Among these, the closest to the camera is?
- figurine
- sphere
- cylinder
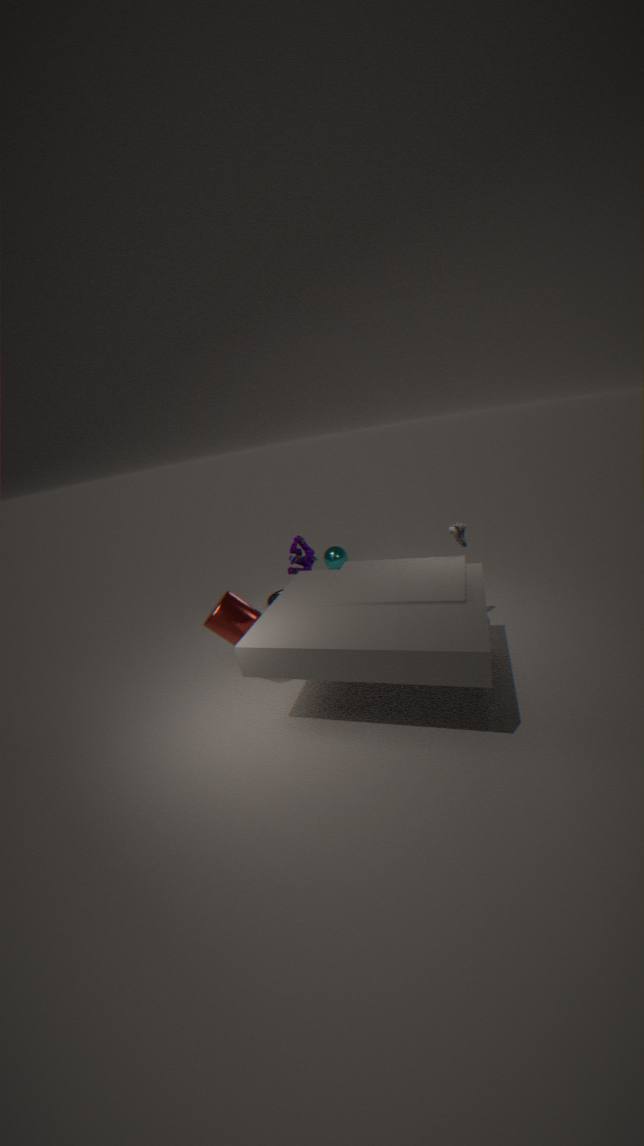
cylinder
